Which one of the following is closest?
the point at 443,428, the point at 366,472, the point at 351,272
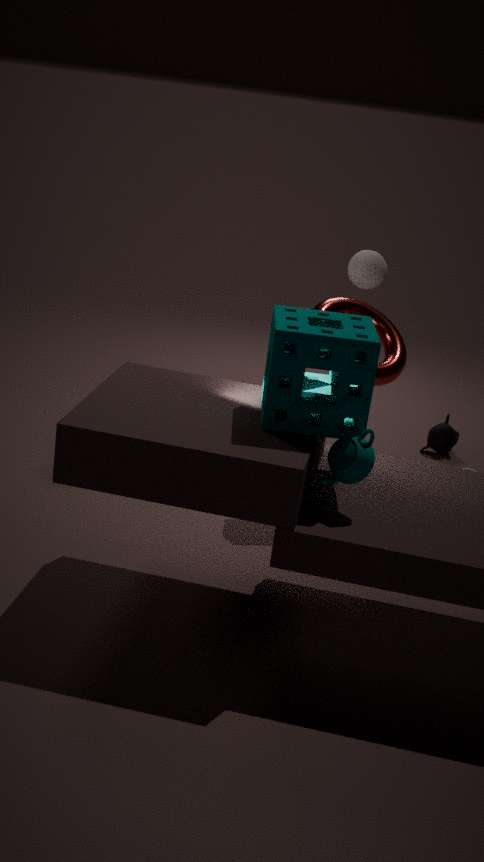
the point at 366,472
